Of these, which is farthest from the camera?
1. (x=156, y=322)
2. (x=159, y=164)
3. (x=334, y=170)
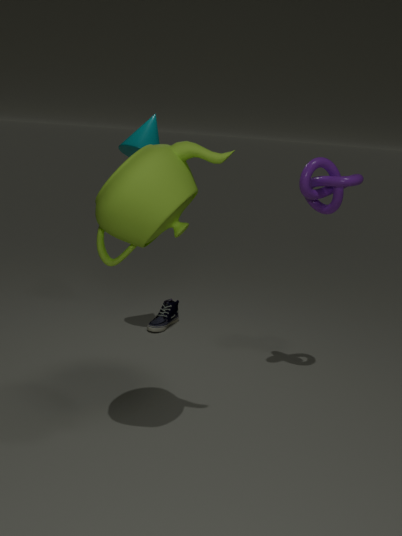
(x=156, y=322)
